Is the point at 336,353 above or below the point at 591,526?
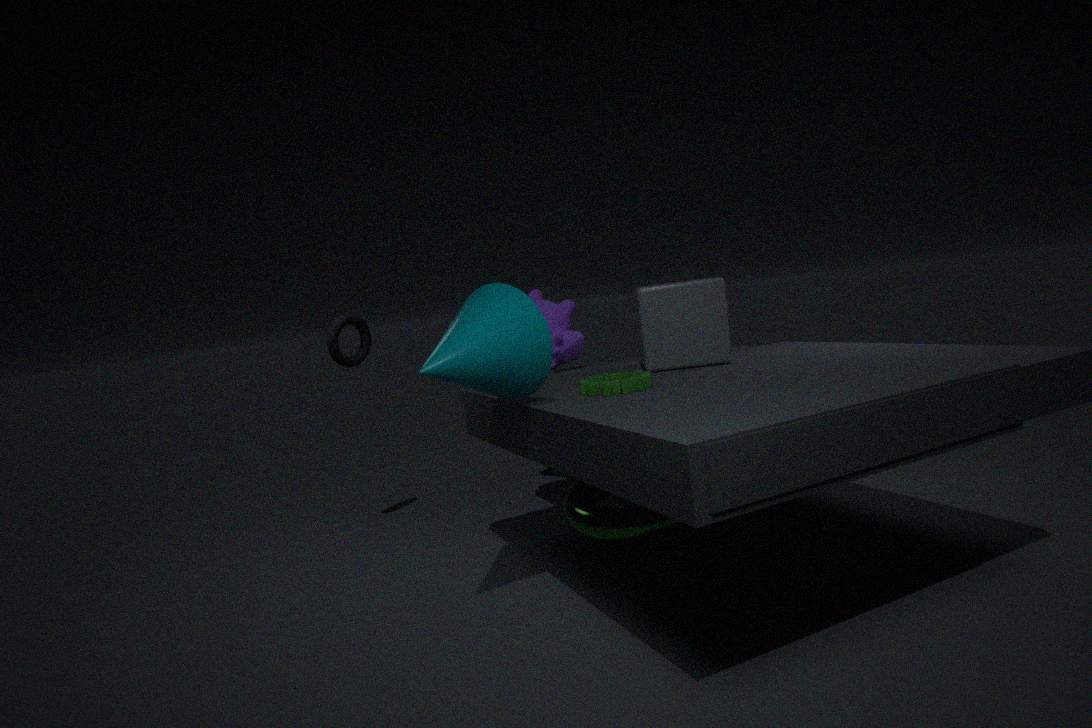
above
